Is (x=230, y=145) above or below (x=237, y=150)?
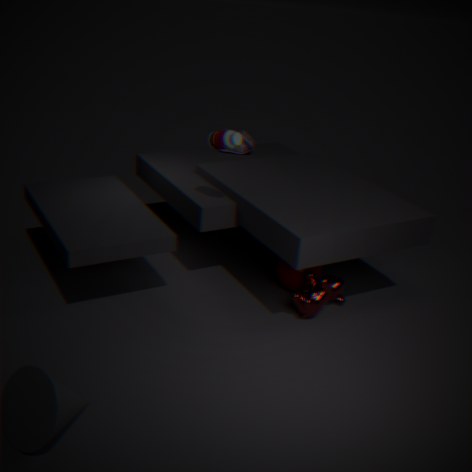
above
